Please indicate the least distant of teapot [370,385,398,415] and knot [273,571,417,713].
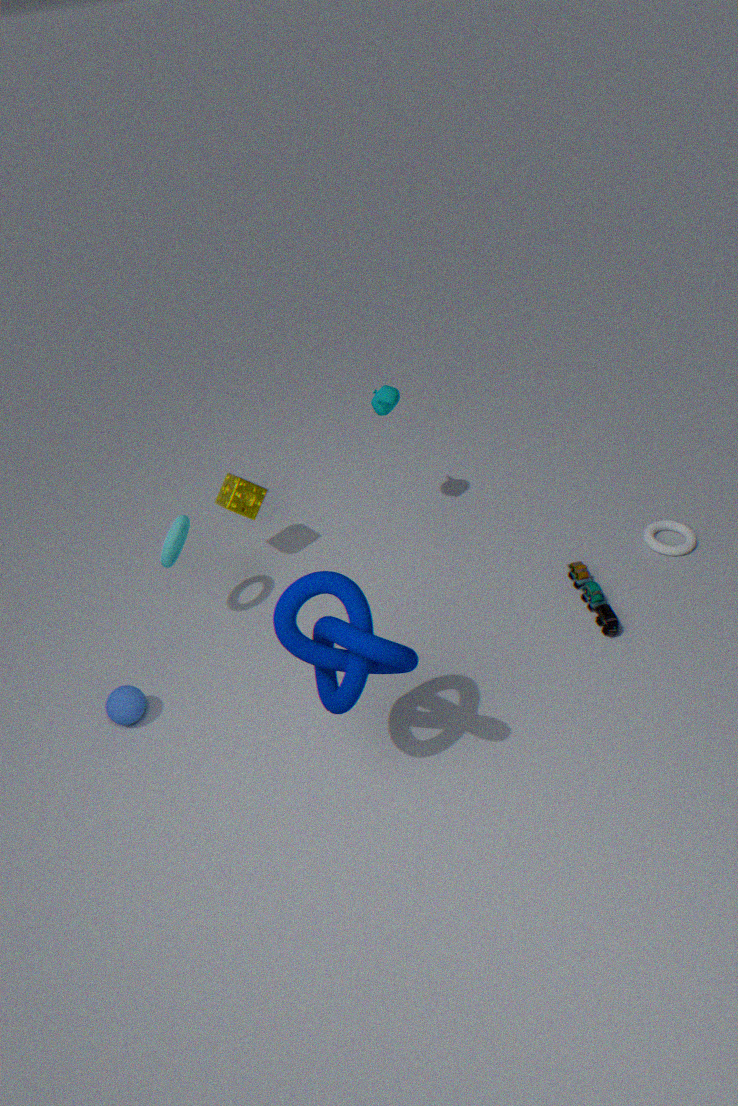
knot [273,571,417,713]
